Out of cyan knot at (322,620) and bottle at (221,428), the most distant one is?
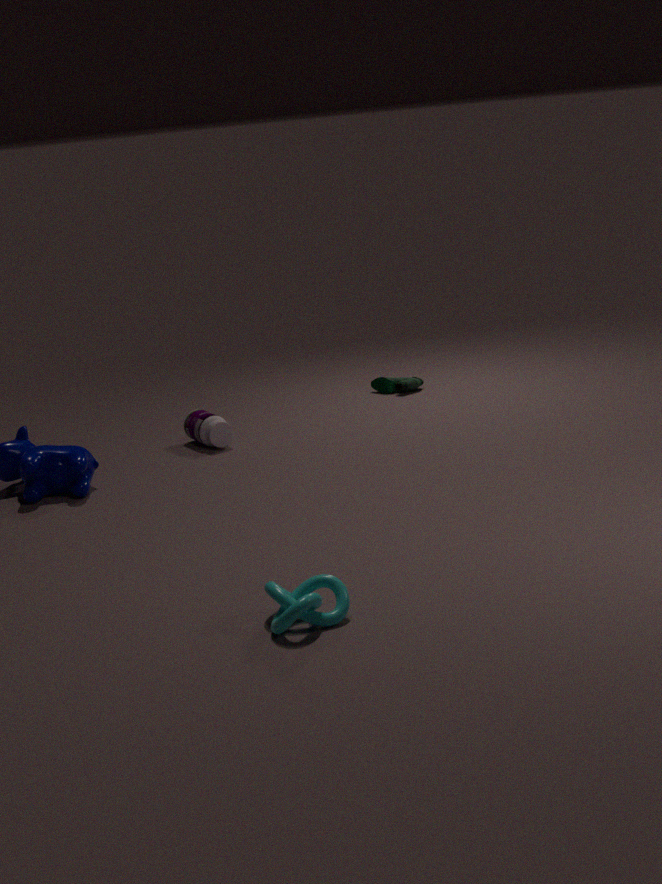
bottle at (221,428)
